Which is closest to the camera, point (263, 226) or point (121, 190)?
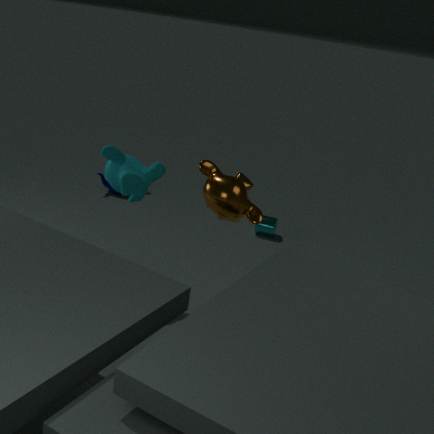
point (121, 190)
